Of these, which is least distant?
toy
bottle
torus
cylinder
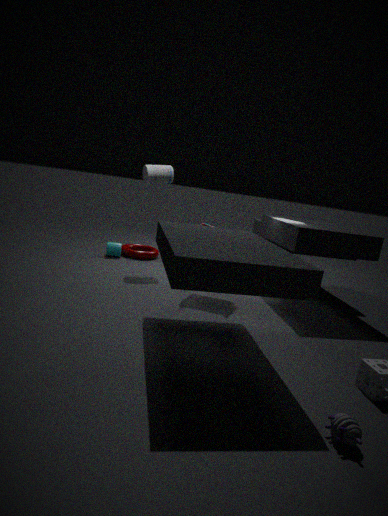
toy
